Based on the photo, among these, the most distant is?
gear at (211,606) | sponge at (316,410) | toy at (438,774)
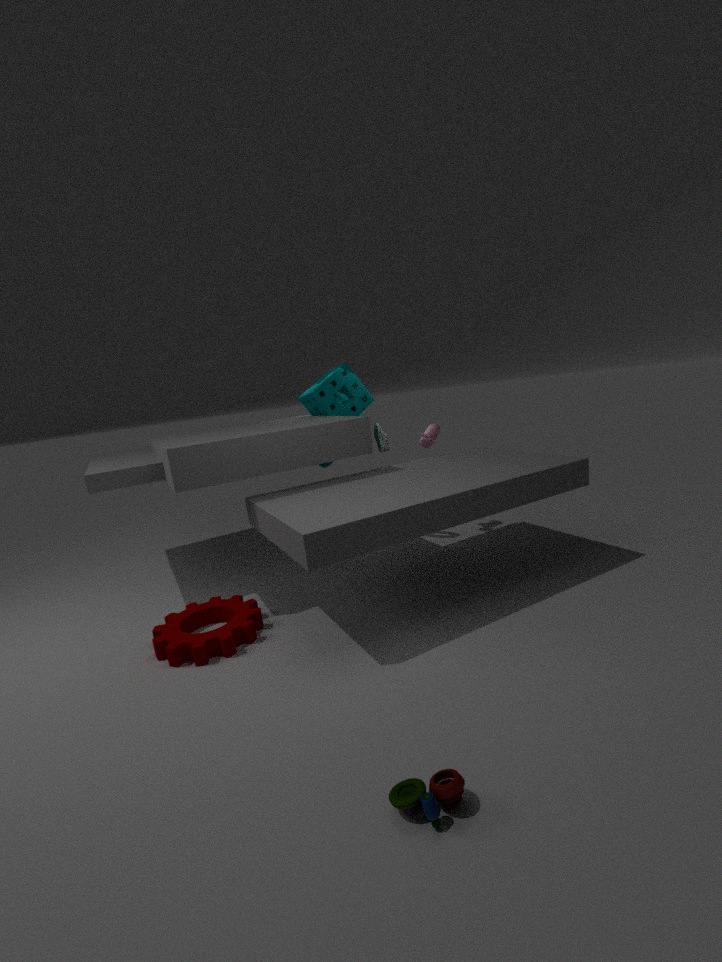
sponge at (316,410)
